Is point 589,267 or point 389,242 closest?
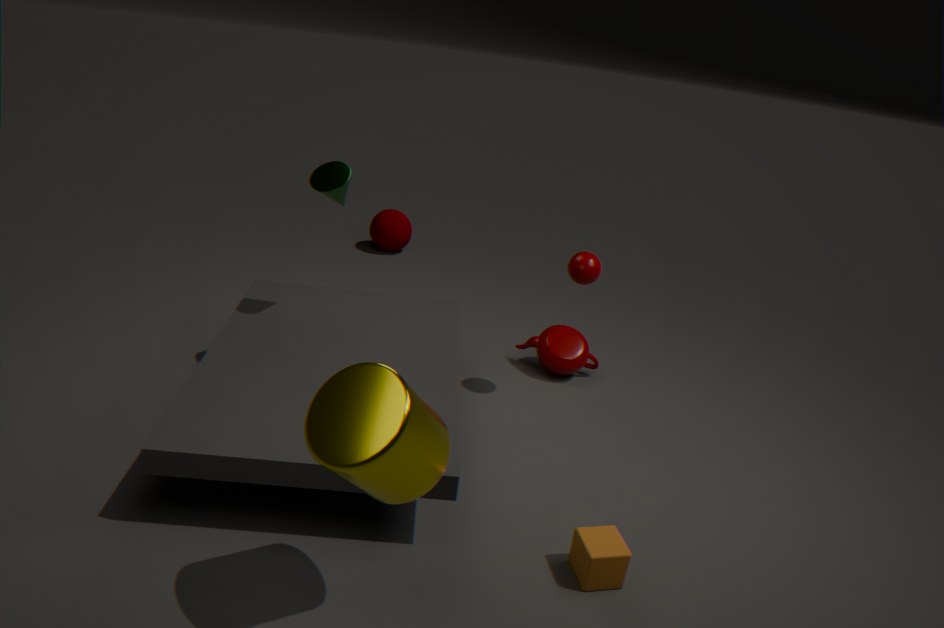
point 589,267
